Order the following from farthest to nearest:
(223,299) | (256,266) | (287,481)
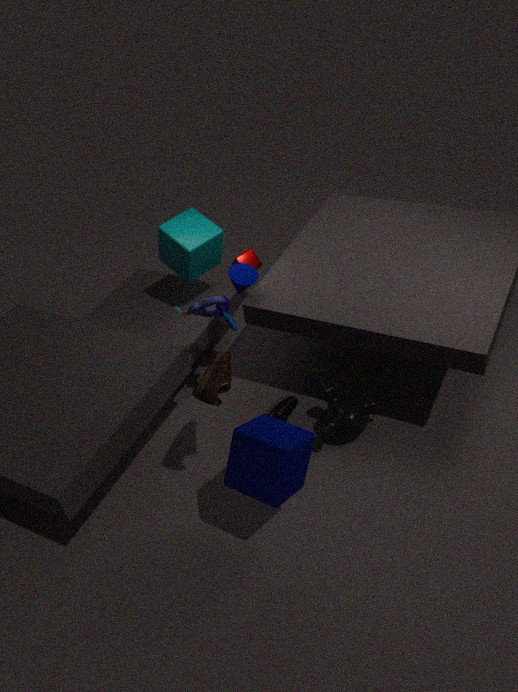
(256,266) → (223,299) → (287,481)
